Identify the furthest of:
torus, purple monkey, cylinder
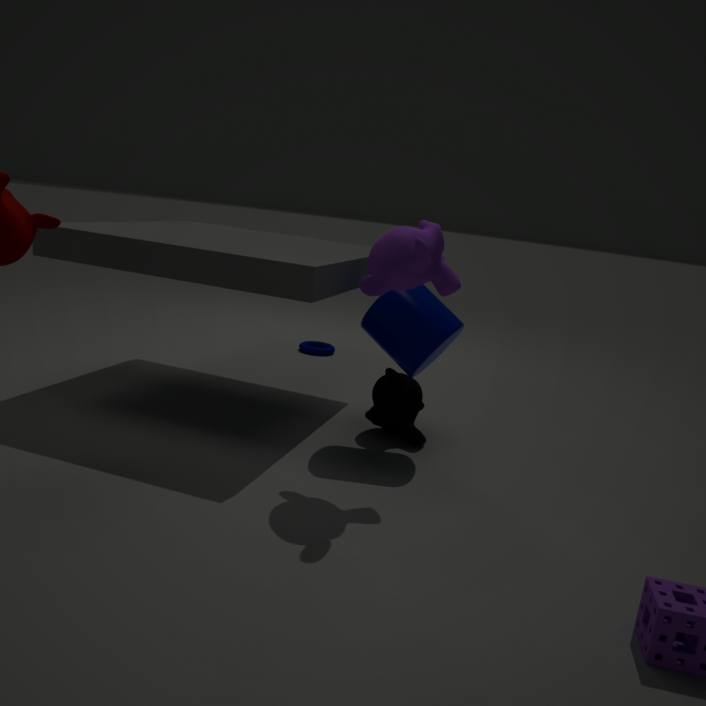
torus
